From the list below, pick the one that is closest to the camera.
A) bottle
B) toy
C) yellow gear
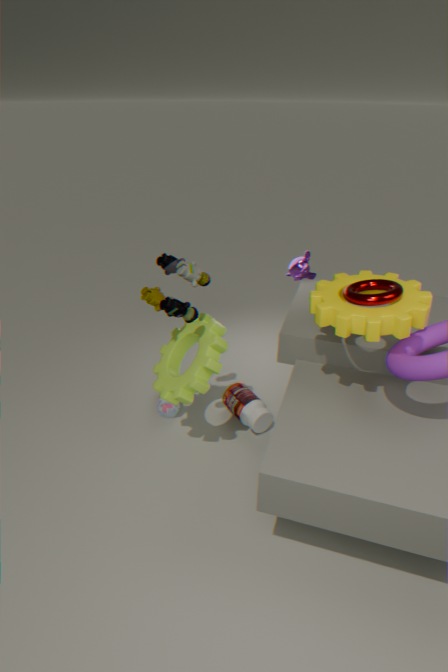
yellow gear
